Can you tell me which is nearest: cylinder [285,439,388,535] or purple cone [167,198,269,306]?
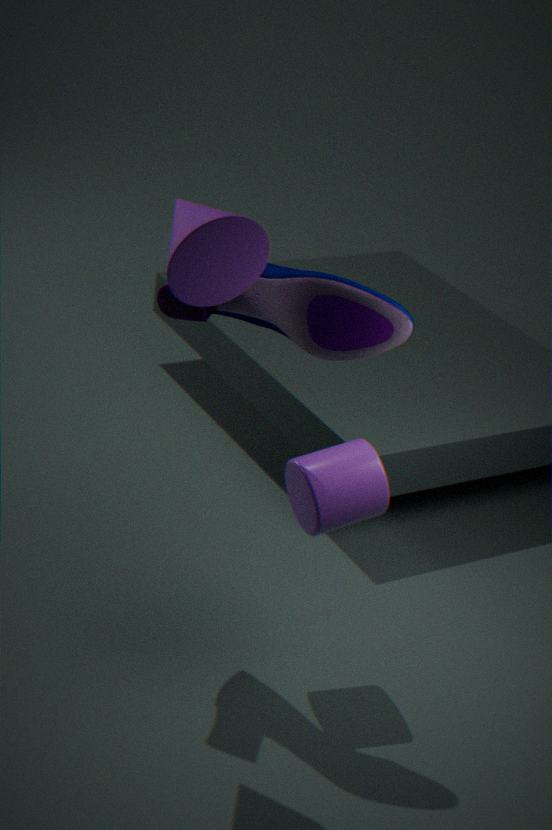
purple cone [167,198,269,306]
